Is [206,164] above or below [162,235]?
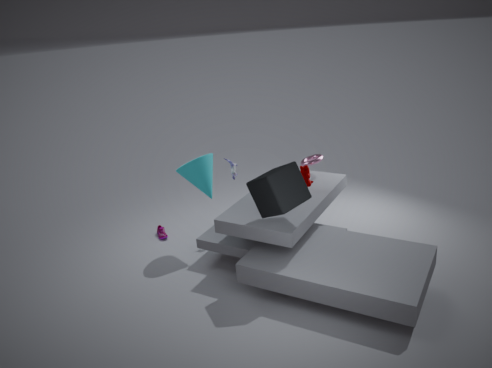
above
